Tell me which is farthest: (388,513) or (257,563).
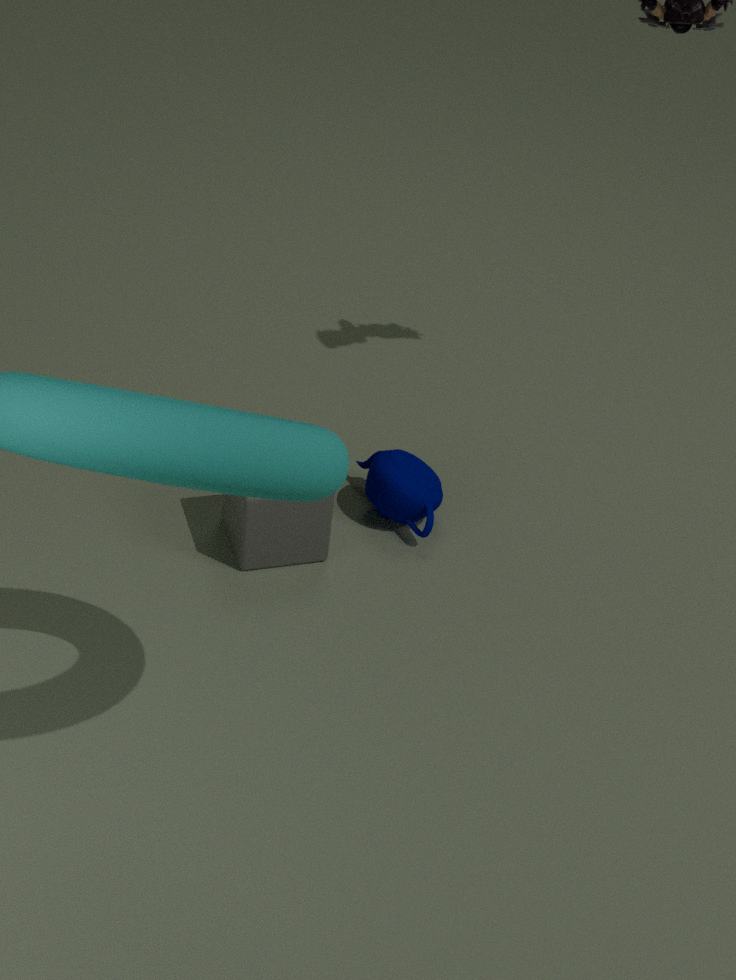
(388,513)
